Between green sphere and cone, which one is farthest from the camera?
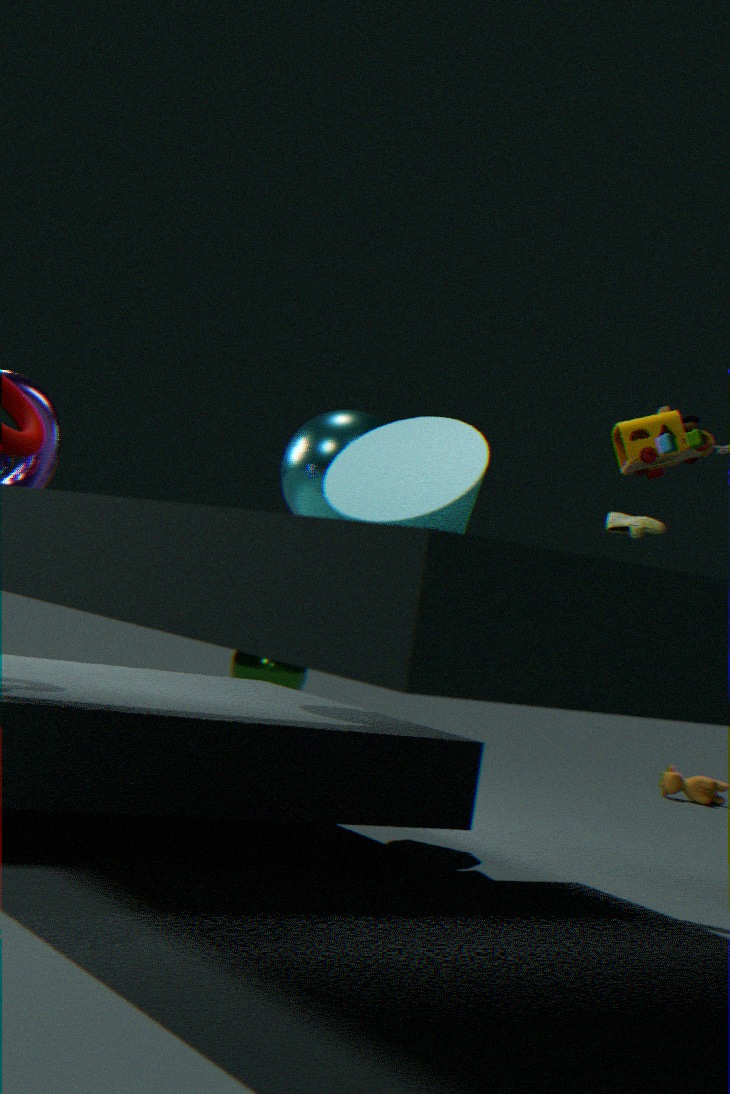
green sphere
